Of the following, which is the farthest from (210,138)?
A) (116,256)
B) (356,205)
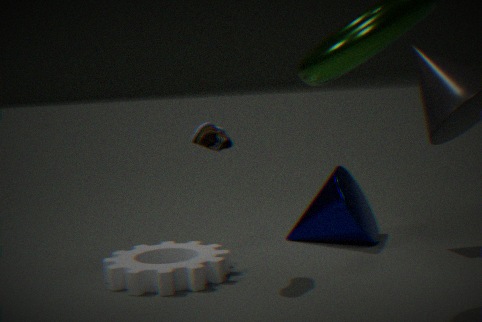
(356,205)
